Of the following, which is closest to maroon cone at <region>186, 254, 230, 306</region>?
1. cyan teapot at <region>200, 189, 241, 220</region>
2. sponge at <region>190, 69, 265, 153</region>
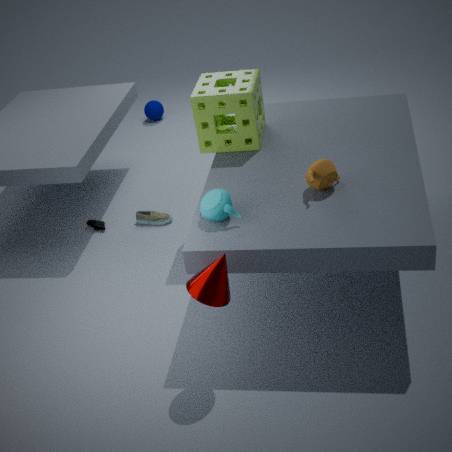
cyan teapot at <region>200, 189, 241, 220</region>
